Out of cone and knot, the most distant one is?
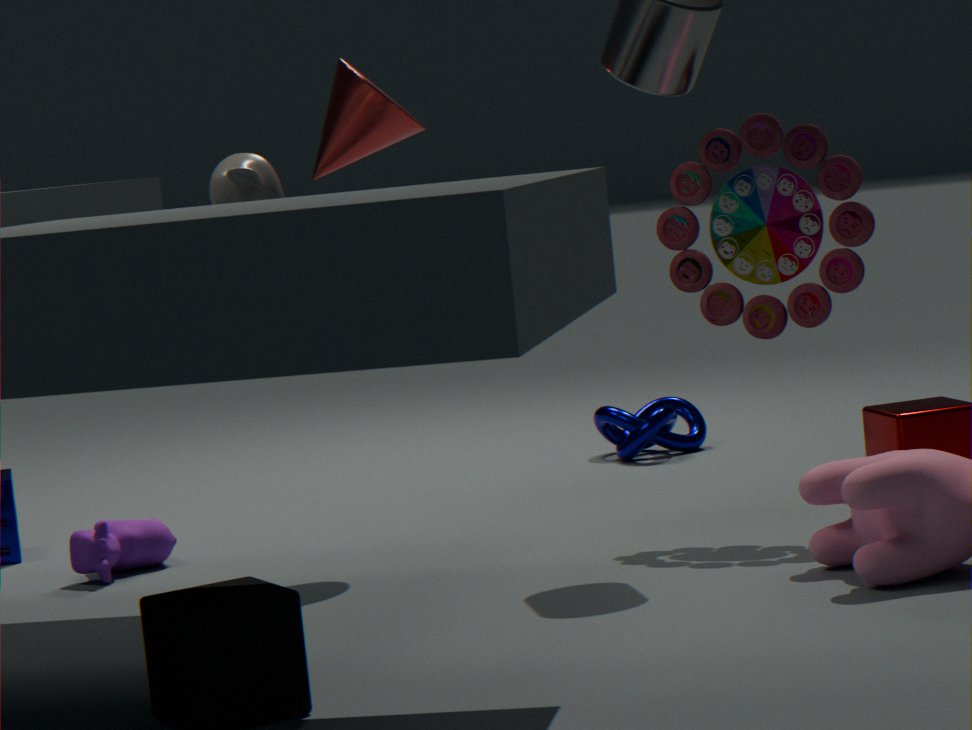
knot
